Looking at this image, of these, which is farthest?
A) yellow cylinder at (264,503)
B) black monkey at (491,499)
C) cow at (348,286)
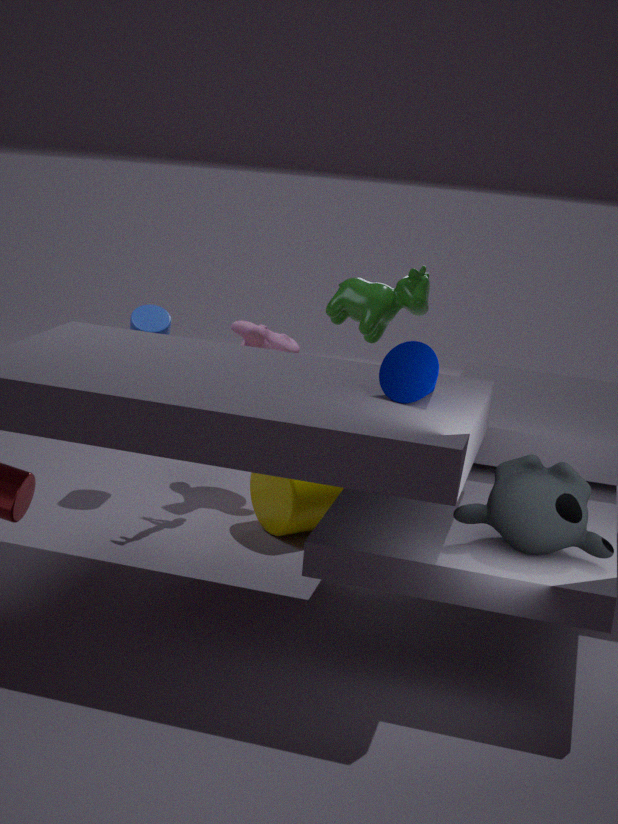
cow at (348,286)
